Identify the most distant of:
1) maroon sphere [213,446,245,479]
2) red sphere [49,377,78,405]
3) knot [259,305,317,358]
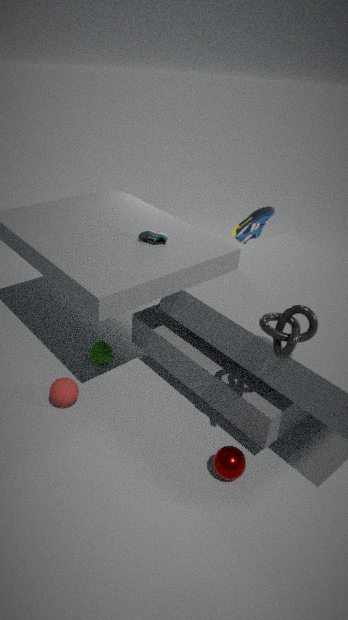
2. red sphere [49,377,78,405]
